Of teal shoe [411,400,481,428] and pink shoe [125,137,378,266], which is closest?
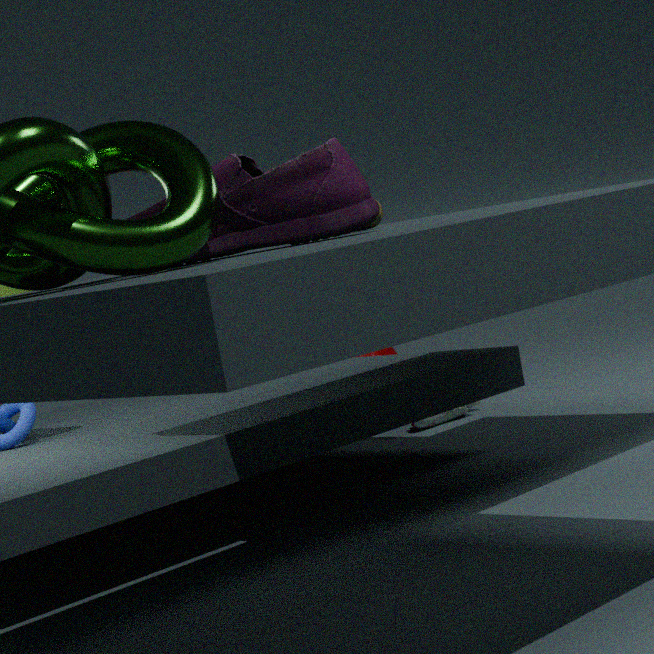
pink shoe [125,137,378,266]
